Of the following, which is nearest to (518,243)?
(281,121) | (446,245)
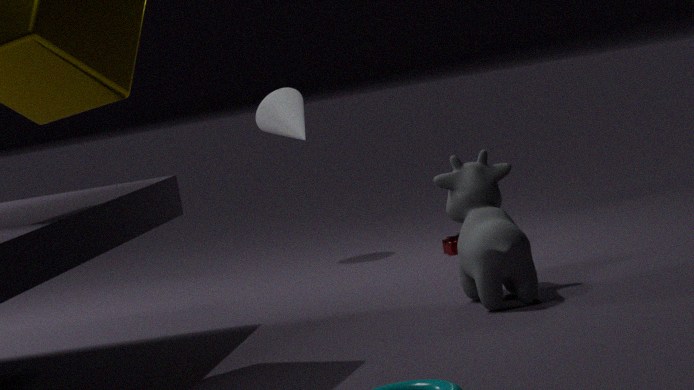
(446,245)
